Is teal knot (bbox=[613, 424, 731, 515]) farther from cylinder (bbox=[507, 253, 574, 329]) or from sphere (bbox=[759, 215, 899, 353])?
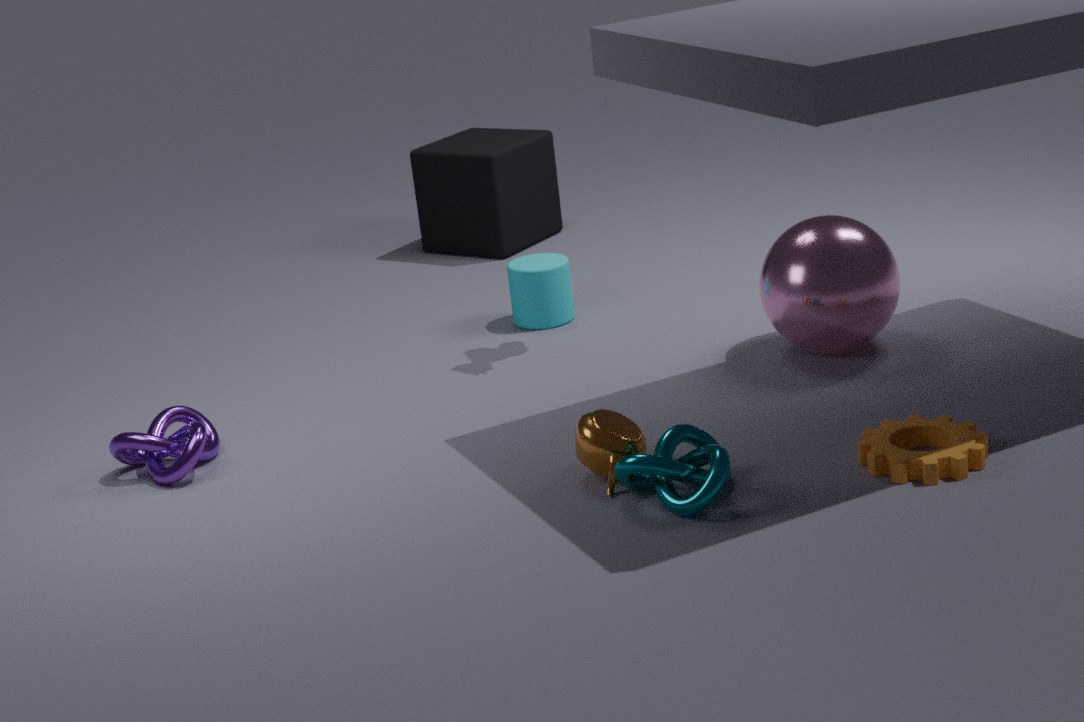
cylinder (bbox=[507, 253, 574, 329])
